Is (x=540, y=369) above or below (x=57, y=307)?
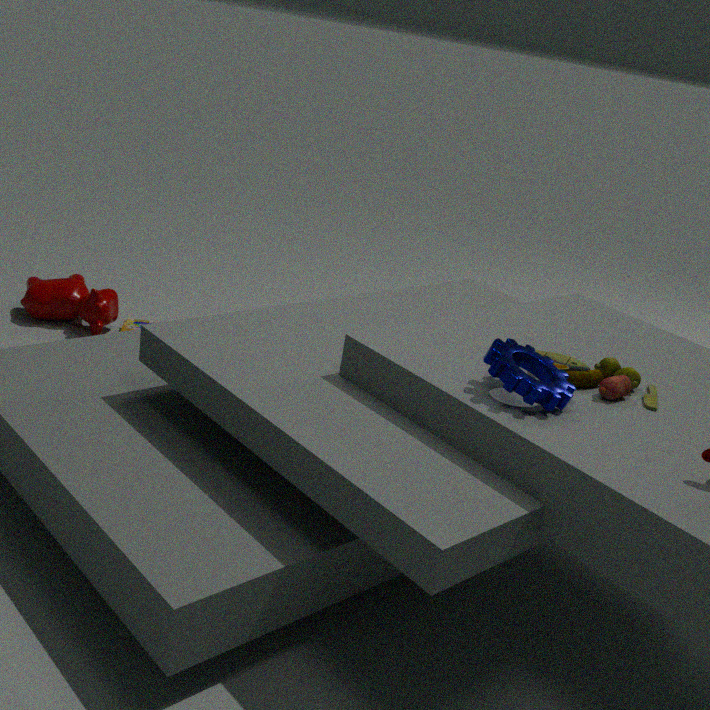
above
